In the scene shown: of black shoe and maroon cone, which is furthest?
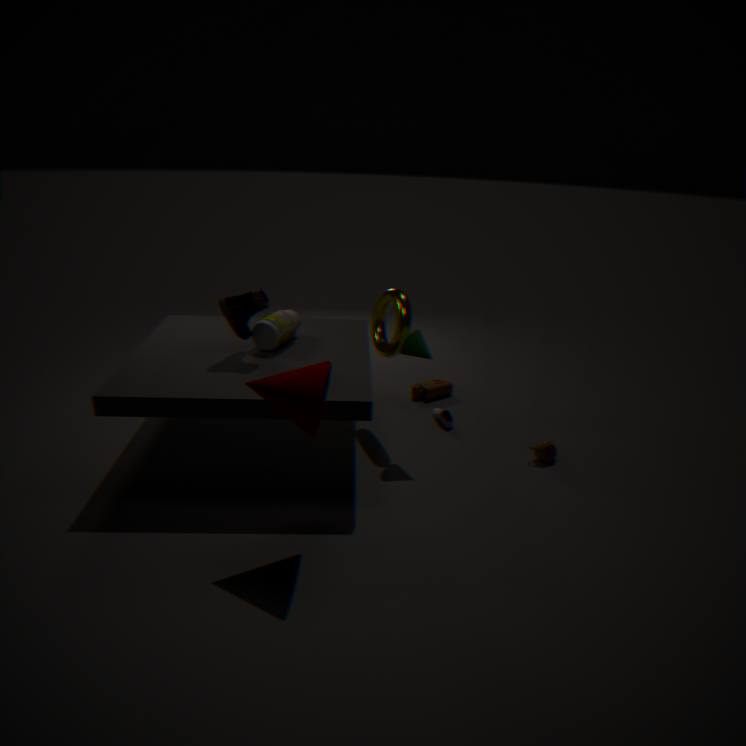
black shoe
